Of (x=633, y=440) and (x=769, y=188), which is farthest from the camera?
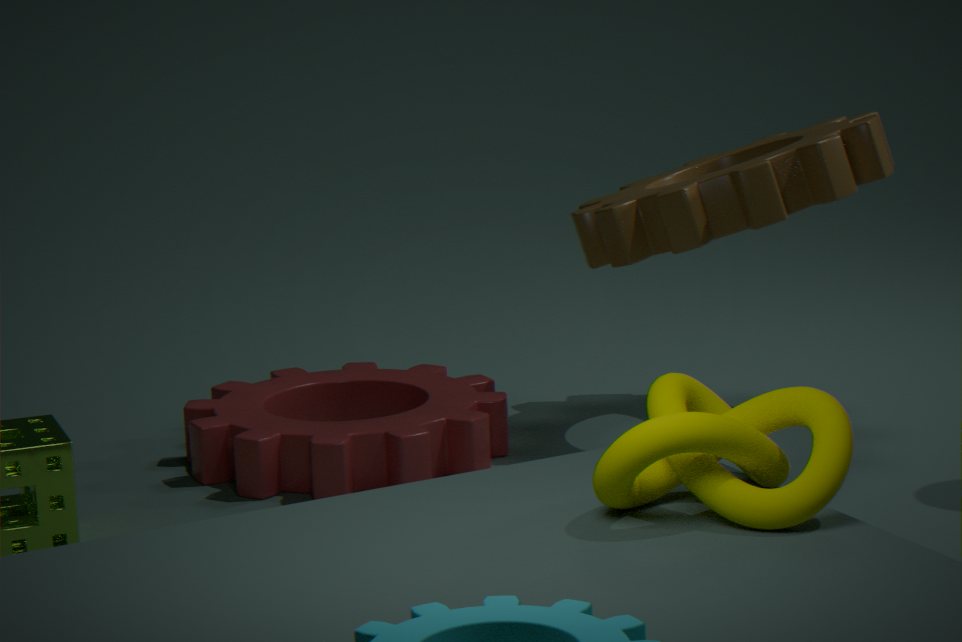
(x=769, y=188)
